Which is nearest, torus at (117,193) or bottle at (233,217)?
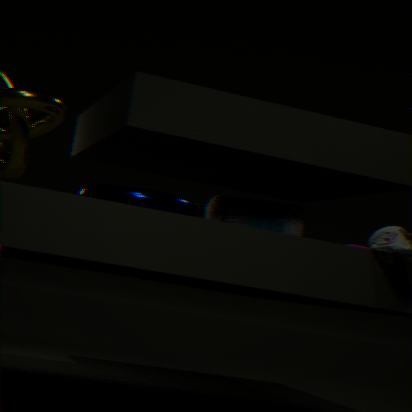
torus at (117,193)
